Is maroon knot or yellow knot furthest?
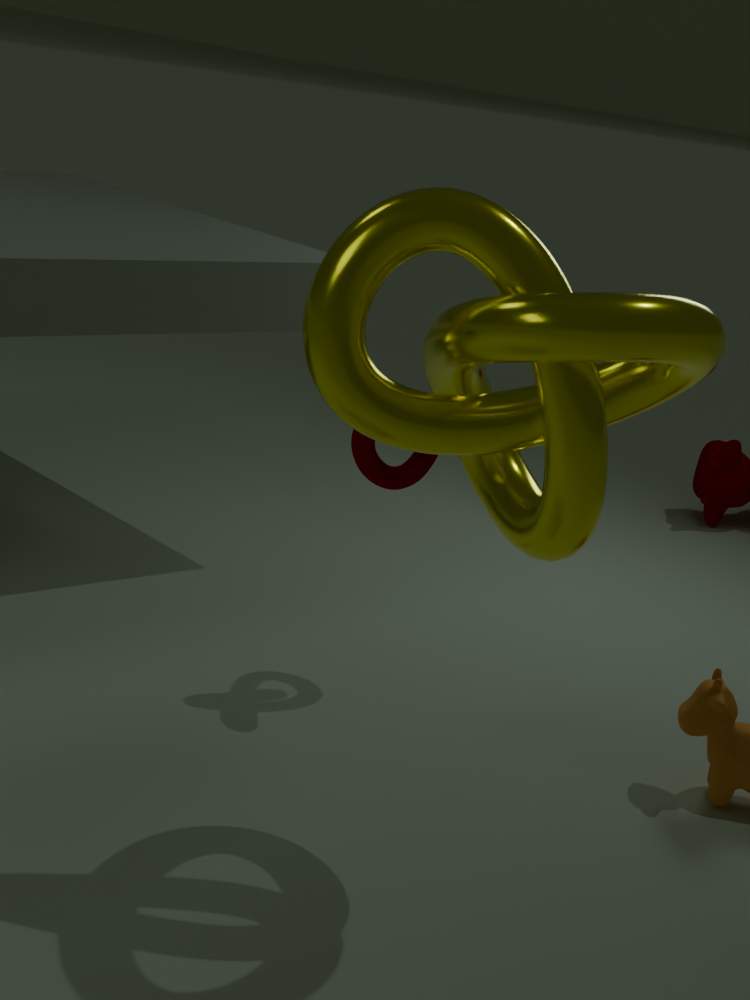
maroon knot
